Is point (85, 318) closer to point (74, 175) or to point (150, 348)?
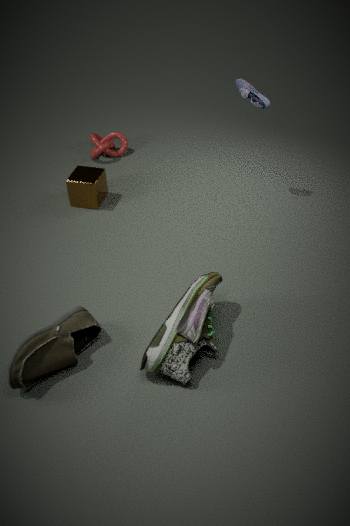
point (150, 348)
